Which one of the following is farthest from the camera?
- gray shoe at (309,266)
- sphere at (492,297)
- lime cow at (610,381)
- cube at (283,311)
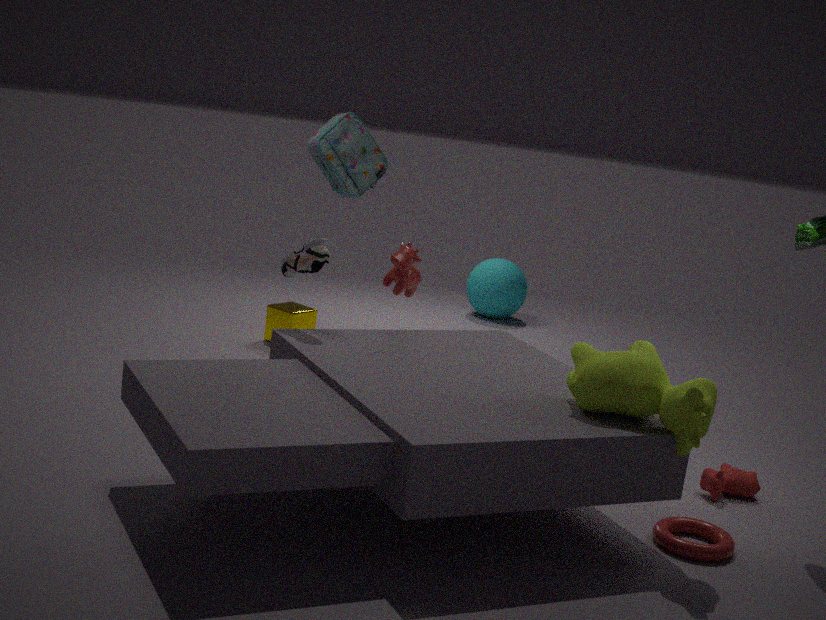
sphere at (492,297)
